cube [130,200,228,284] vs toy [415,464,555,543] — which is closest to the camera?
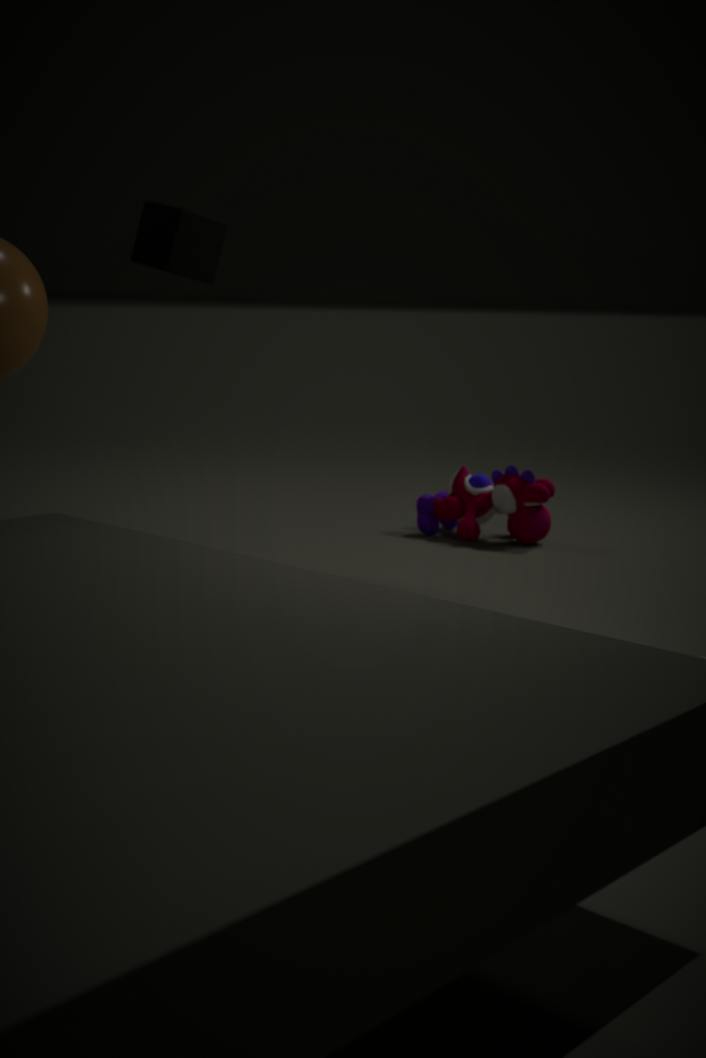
cube [130,200,228,284]
